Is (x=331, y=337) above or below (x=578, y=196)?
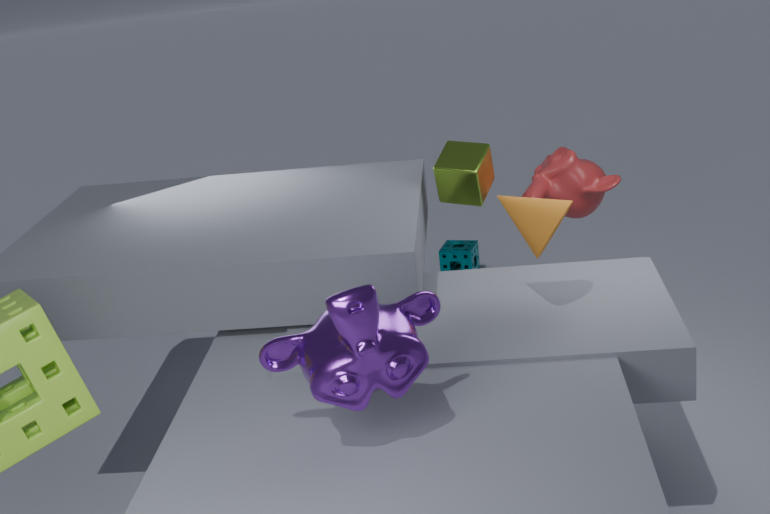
above
